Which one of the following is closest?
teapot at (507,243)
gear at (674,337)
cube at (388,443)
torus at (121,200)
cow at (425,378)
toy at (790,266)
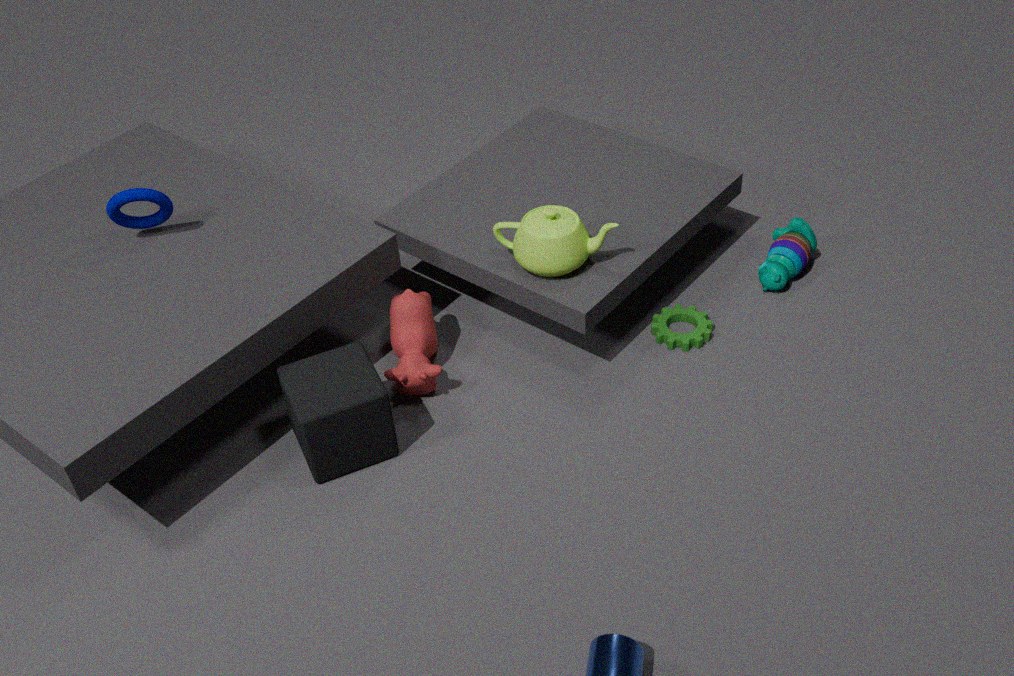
cube at (388,443)
